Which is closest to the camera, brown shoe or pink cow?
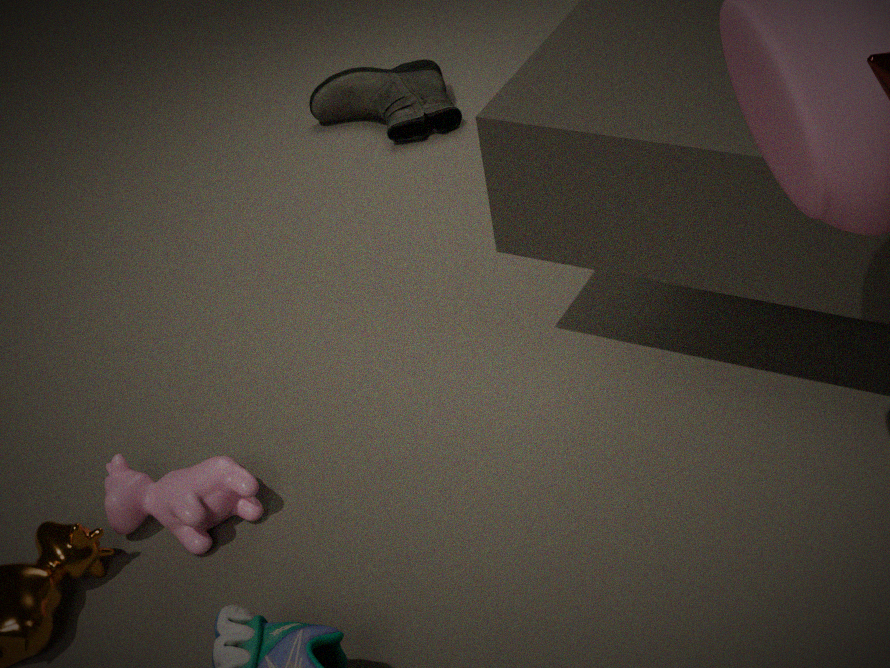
pink cow
